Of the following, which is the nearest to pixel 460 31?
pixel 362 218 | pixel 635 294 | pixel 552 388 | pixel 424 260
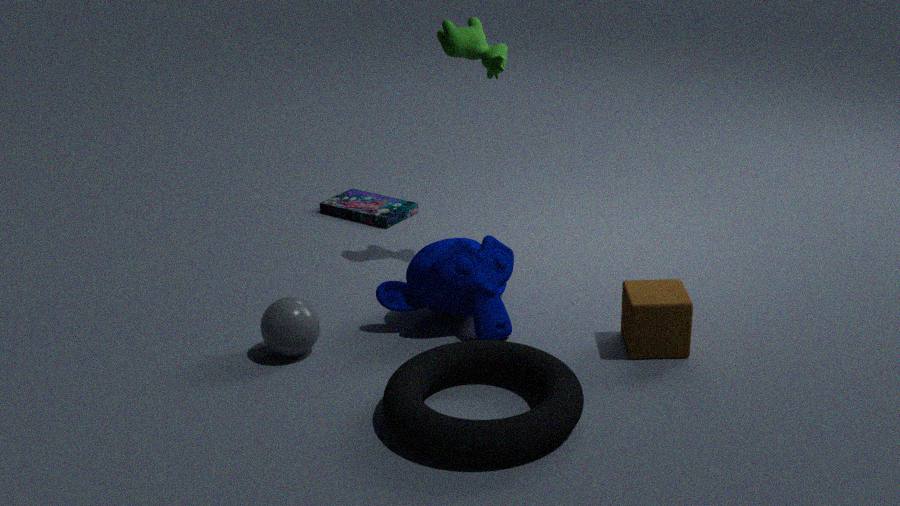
pixel 424 260
